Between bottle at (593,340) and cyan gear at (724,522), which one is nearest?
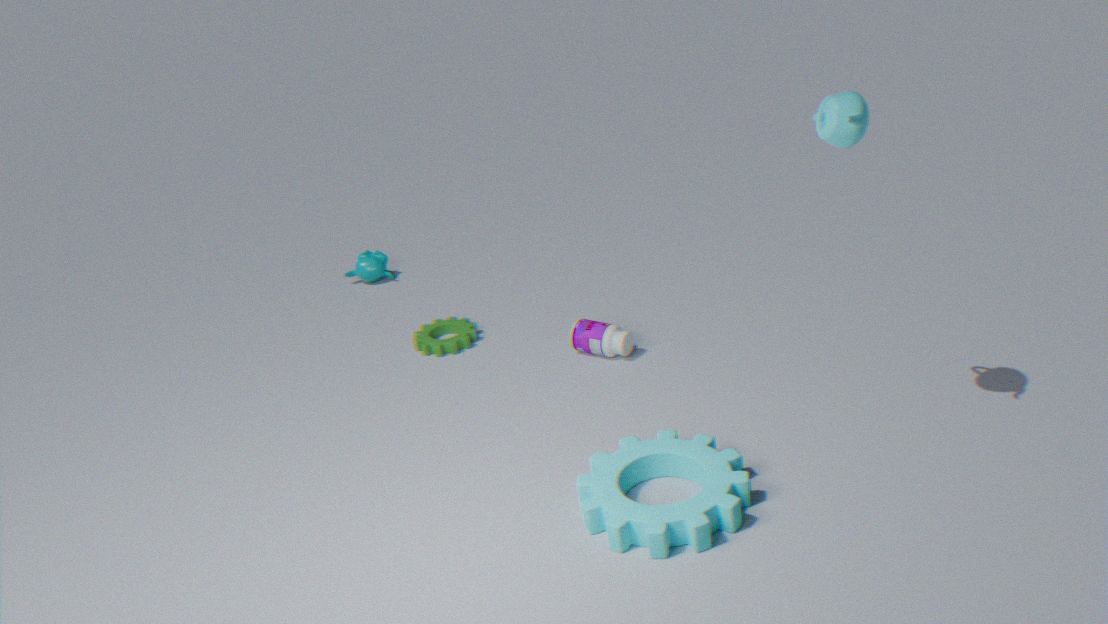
cyan gear at (724,522)
